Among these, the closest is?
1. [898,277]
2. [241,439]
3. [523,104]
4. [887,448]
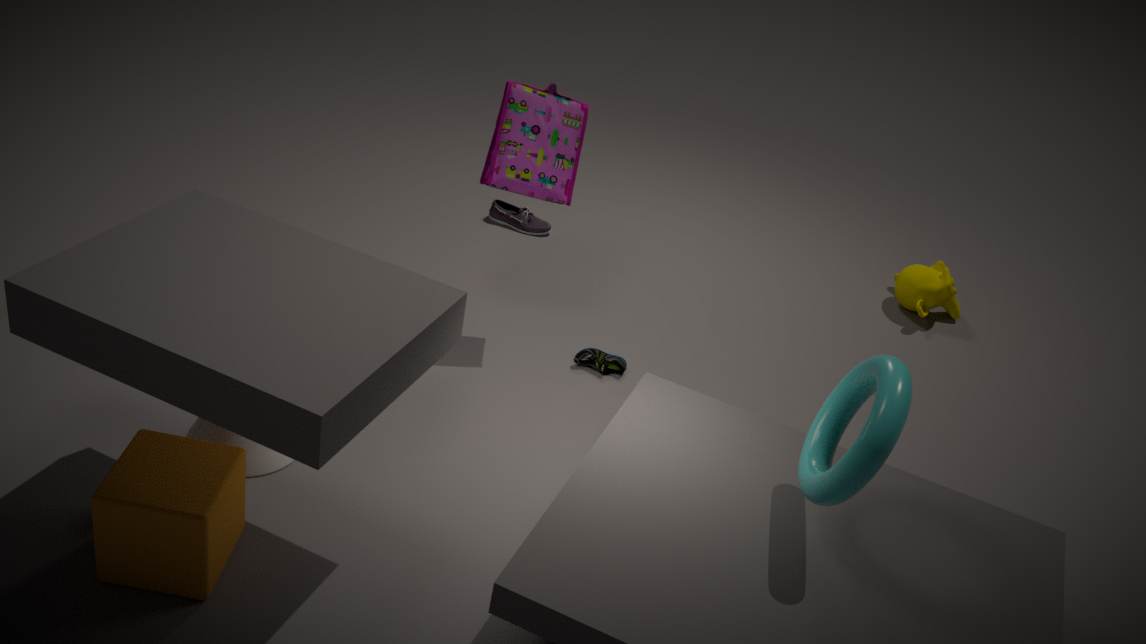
[887,448]
